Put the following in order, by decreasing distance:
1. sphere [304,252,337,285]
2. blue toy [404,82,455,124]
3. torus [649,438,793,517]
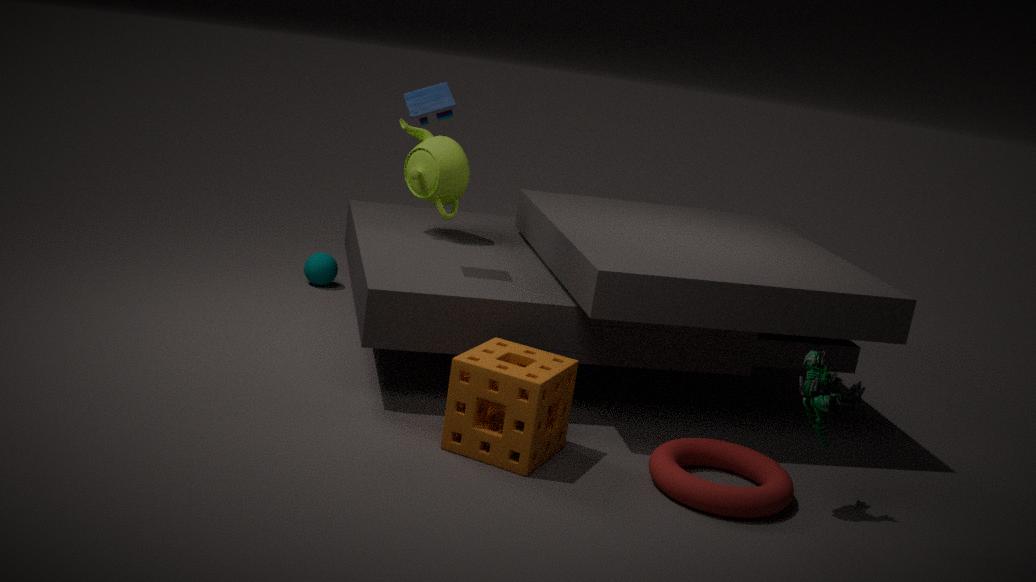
sphere [304,252,337,285] → blue toy [404,82,455,124] → torus [649,438,793,517]
